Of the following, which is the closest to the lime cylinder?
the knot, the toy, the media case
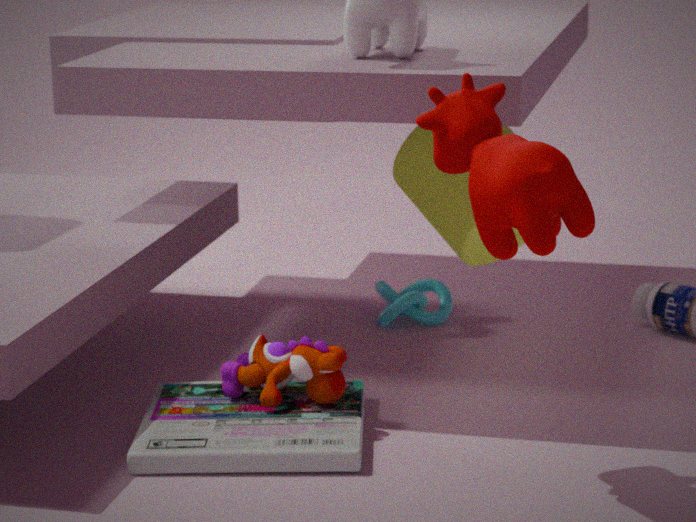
the knot
